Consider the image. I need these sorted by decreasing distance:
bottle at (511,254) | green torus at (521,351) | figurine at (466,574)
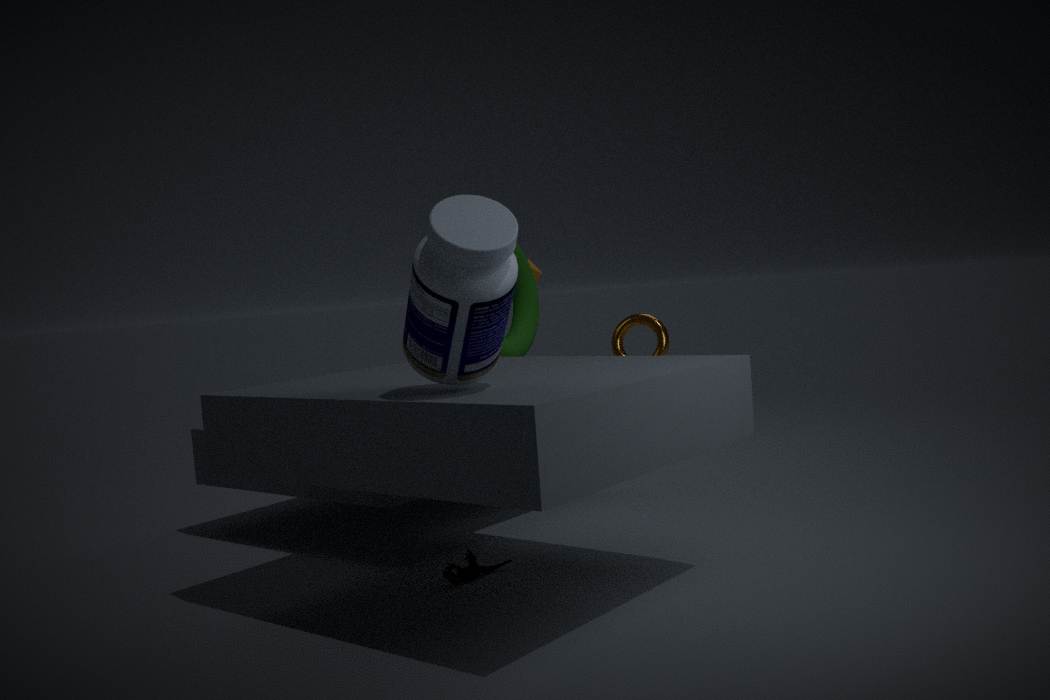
green torus at (521,351) → figurine at (466,574) → bottle at (511,254)
